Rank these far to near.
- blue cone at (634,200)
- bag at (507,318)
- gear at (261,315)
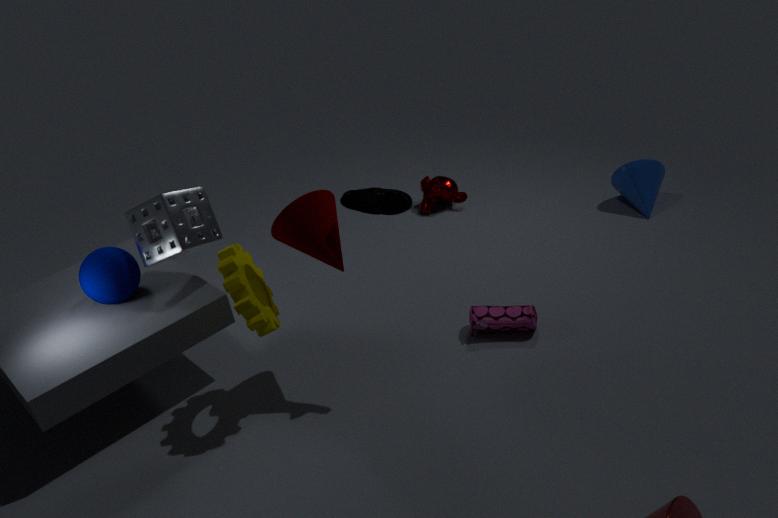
blue cone at (634,200) < bag at (507,318) < gear at (261,315)
